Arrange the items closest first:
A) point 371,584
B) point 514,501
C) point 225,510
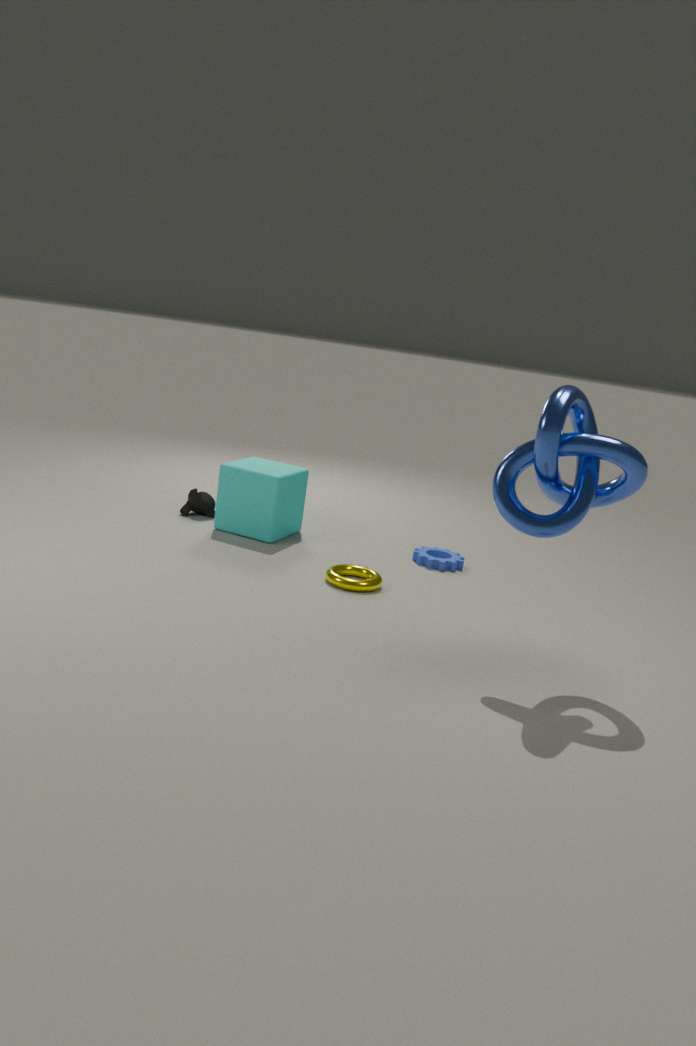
point 514,501 → point 371,584 → point 225,510
